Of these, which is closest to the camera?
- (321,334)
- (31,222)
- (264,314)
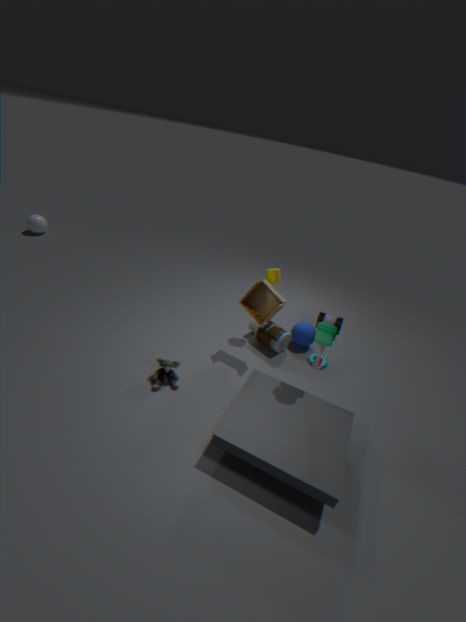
(321,334)
